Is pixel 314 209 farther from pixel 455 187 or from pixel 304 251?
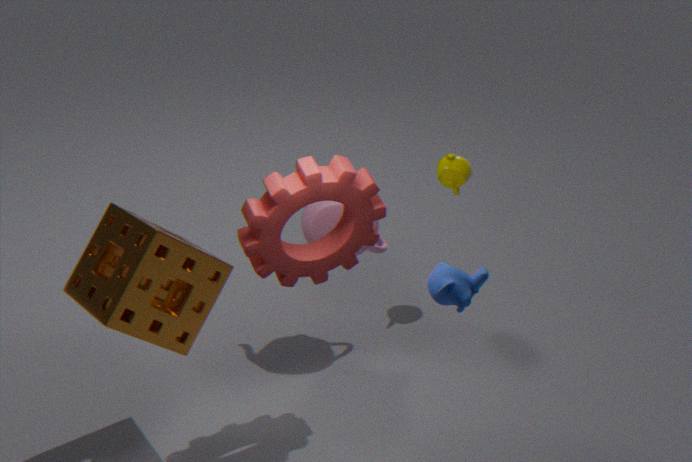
pixel 455 187
